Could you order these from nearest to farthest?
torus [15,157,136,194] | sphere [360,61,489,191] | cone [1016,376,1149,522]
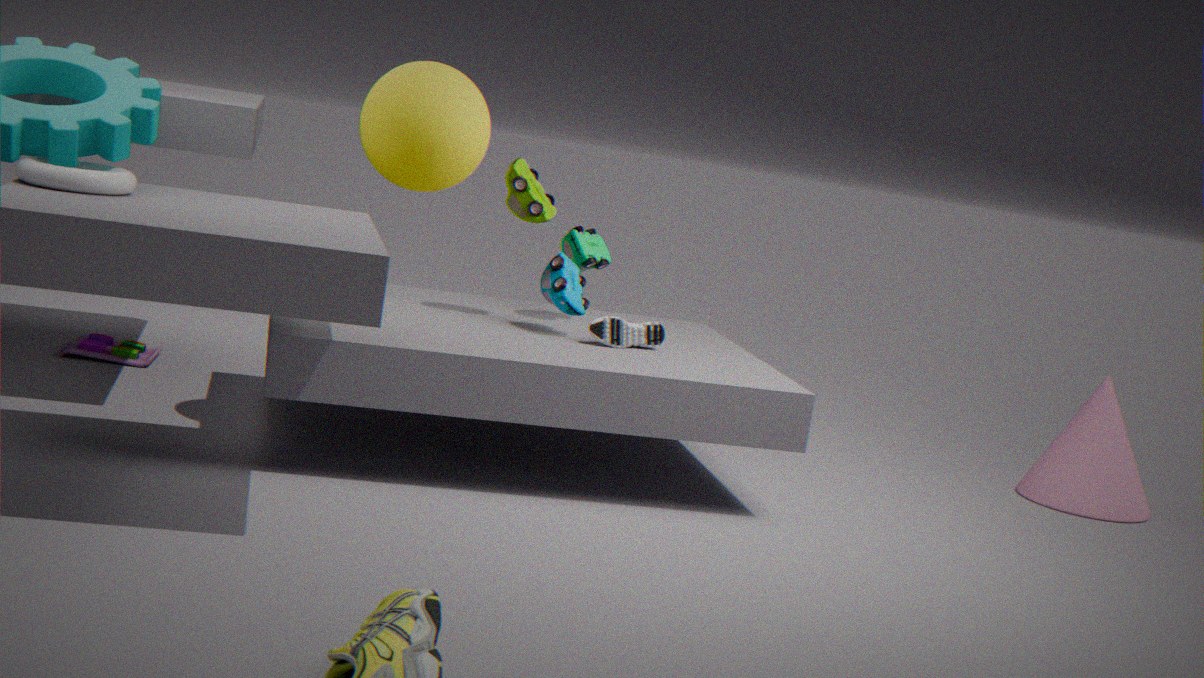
torus [15,157,136,194]
sphere [360,61,489,191]
cone [1016,376,1149,522]
